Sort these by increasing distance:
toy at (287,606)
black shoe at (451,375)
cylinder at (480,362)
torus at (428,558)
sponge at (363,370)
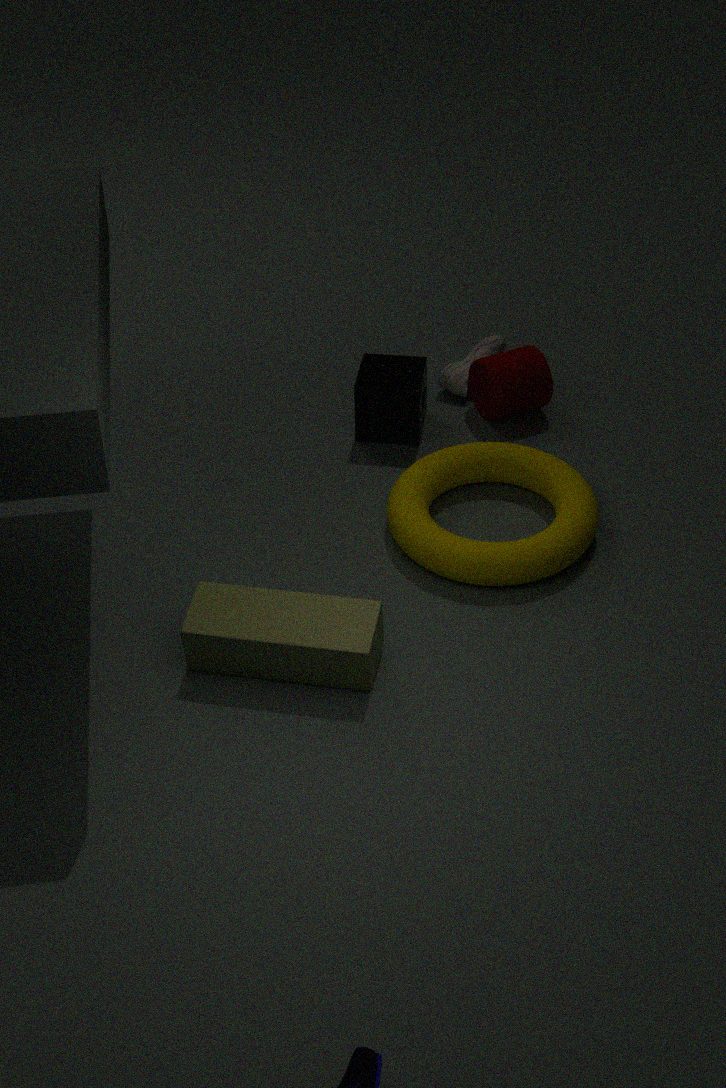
toy at (287,606)
torus at (428,558)
sponge at (363,370)
cylinder at (480,362)
black shoe at (451,375)
